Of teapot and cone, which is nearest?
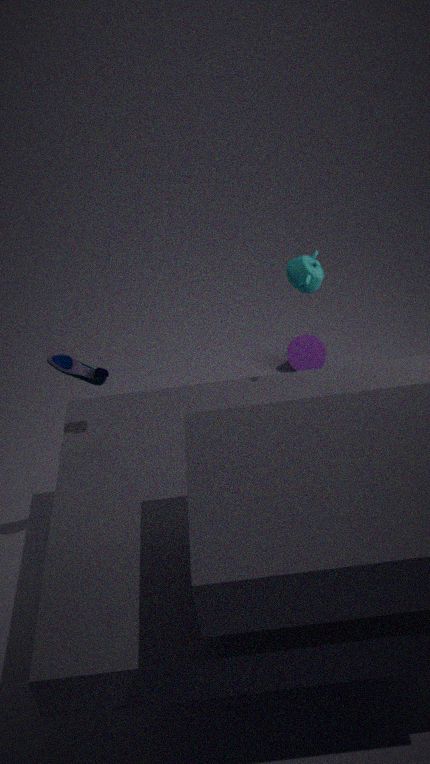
teapot
